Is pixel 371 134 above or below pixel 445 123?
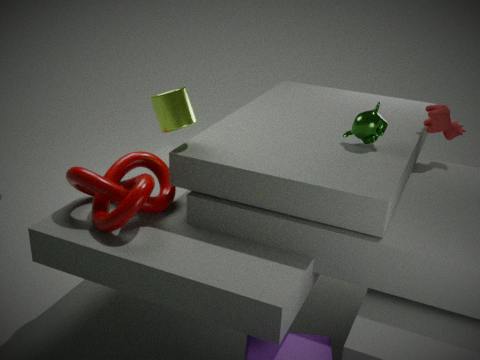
above
